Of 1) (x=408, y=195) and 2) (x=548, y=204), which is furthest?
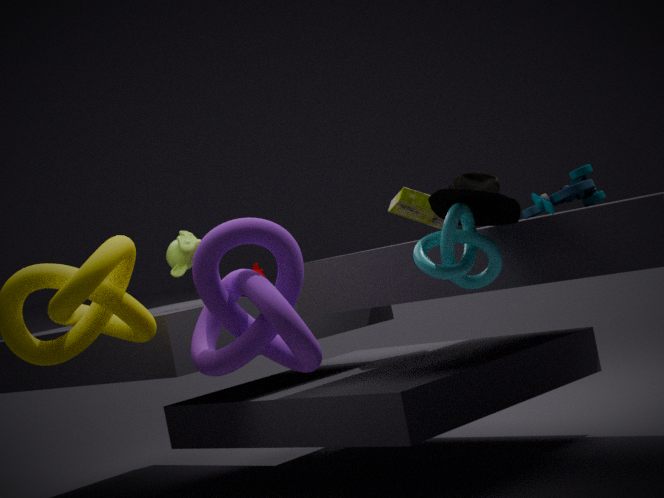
1. (x=408, y=195)
